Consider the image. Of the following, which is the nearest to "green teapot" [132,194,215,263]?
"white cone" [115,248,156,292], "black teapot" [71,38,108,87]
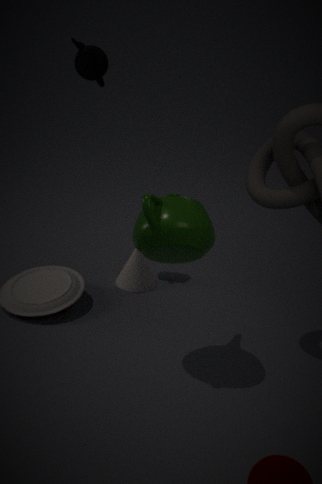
"white cone" [115,248,156,292]
